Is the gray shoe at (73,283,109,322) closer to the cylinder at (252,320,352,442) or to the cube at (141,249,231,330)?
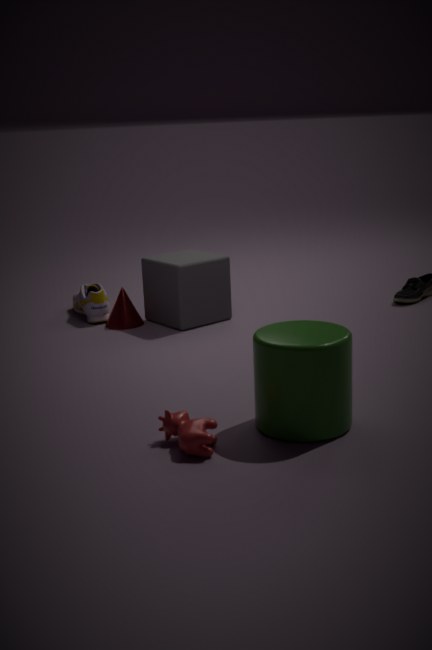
the cube at (141,249,231,330)
